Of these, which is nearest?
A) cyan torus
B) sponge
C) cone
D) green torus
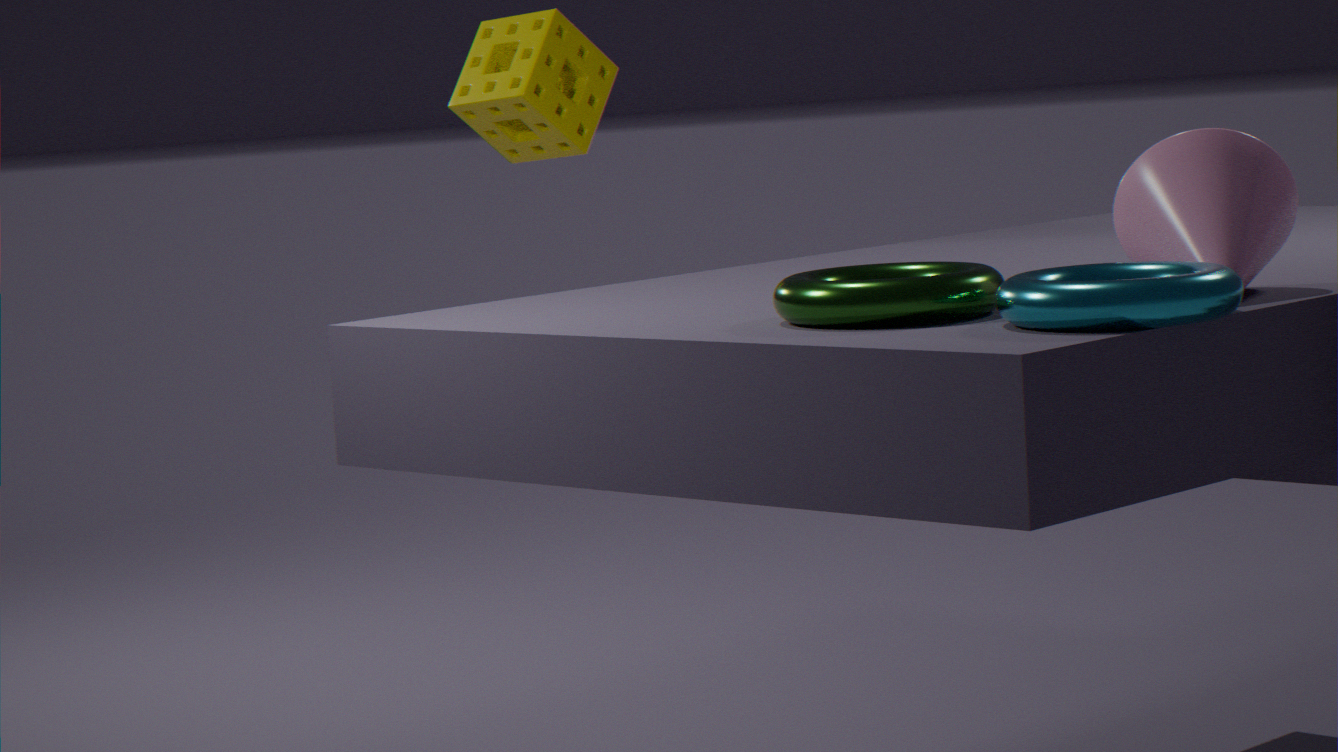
cyan torus
